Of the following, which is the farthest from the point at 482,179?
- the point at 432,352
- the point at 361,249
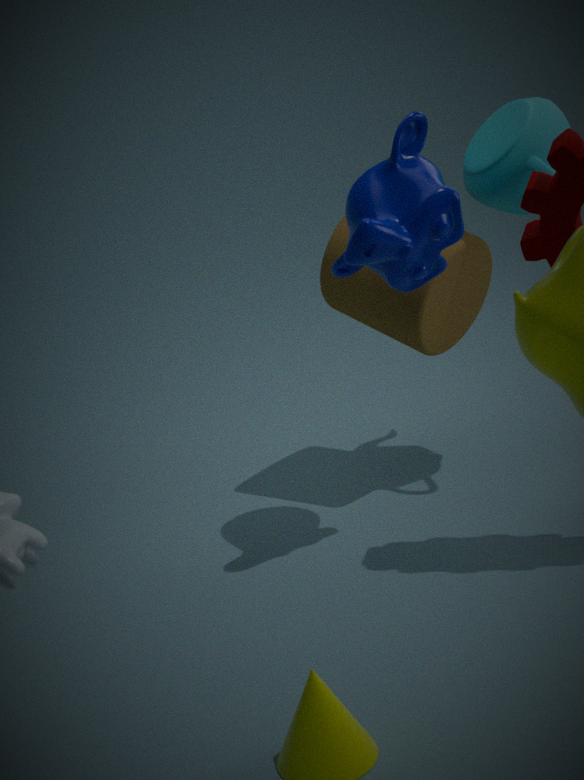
the point at 361,249
